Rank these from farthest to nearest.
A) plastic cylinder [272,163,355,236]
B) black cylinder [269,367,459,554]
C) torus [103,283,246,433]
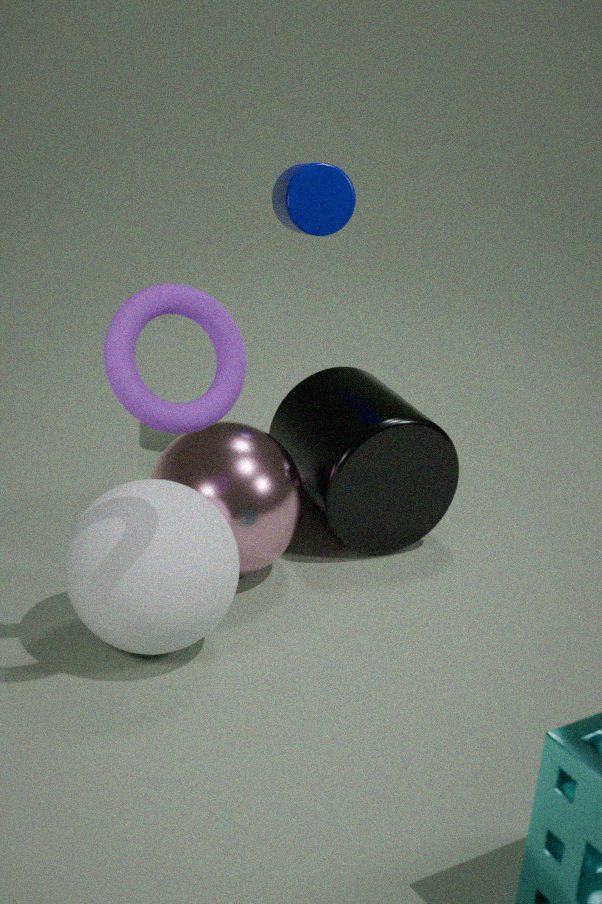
plastic cylinder [272,163,355,236]
black cylinder [269,367,459,554]
torus [103,283,246,433]
